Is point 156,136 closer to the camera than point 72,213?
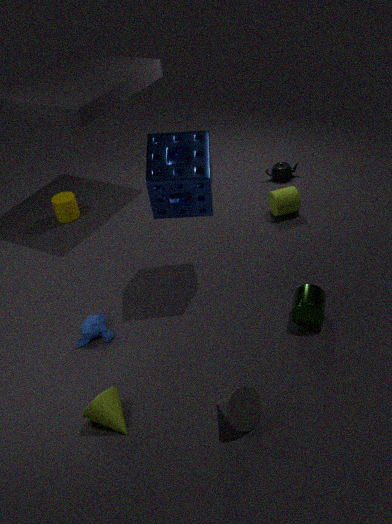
Yes
